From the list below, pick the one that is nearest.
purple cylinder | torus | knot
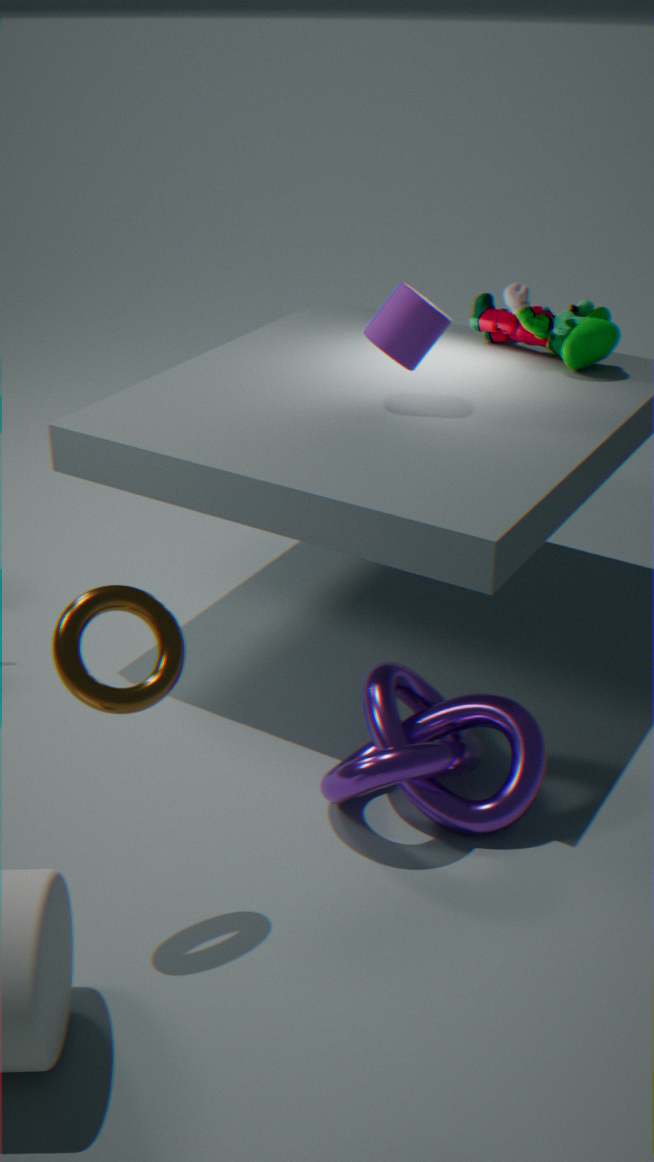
torus
